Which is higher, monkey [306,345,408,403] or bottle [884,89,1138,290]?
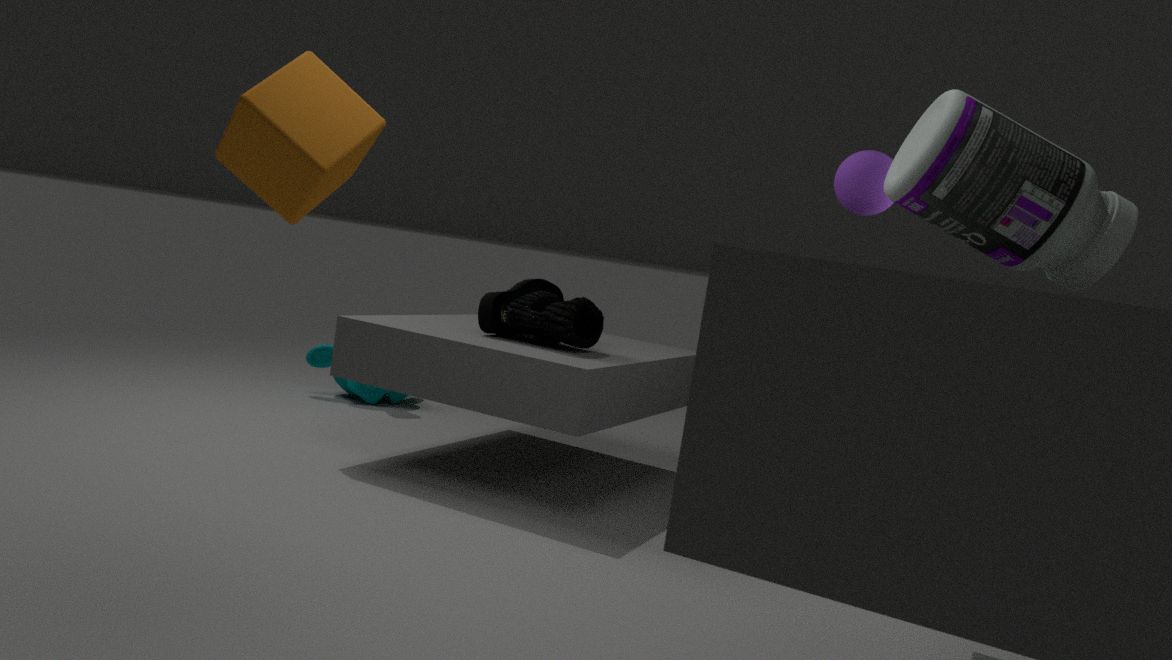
bottle [884,89,1138,290]
